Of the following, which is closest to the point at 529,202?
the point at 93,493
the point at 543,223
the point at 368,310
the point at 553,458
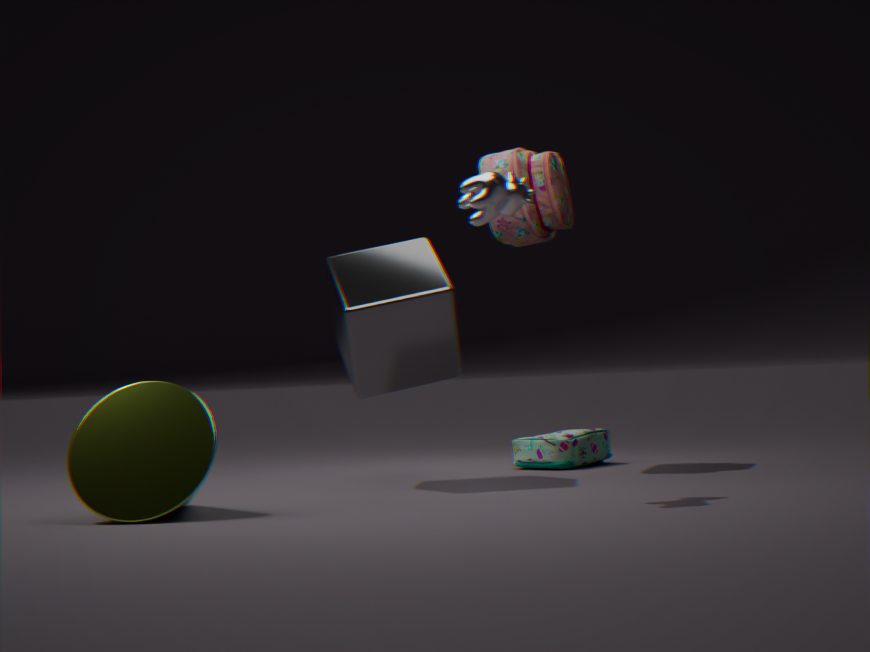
the point at 368,310
